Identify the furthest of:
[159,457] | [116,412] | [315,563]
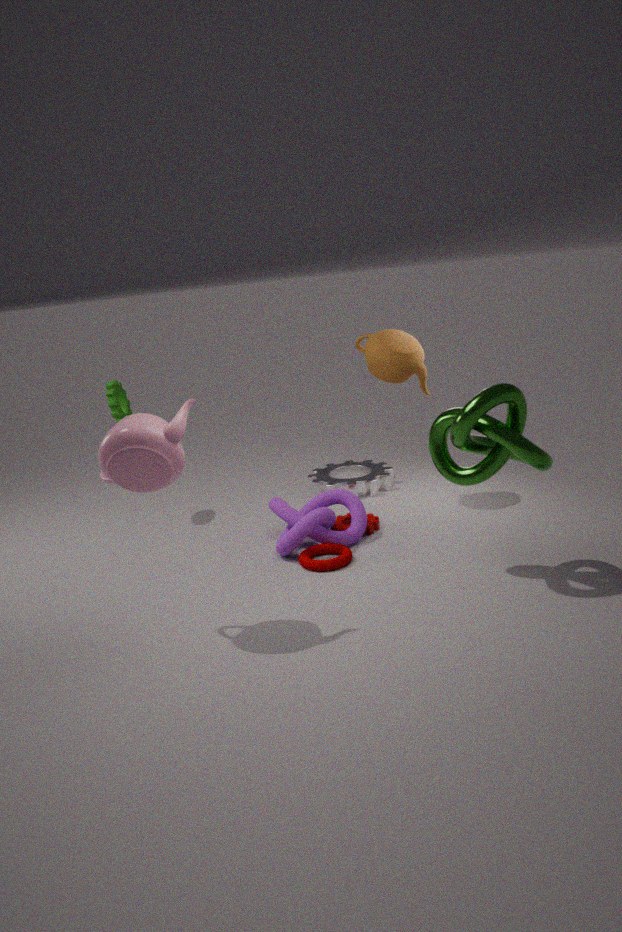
[116,412]
